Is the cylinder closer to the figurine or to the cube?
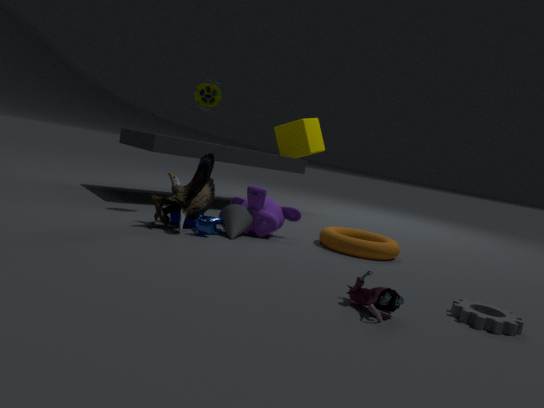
the figurine
